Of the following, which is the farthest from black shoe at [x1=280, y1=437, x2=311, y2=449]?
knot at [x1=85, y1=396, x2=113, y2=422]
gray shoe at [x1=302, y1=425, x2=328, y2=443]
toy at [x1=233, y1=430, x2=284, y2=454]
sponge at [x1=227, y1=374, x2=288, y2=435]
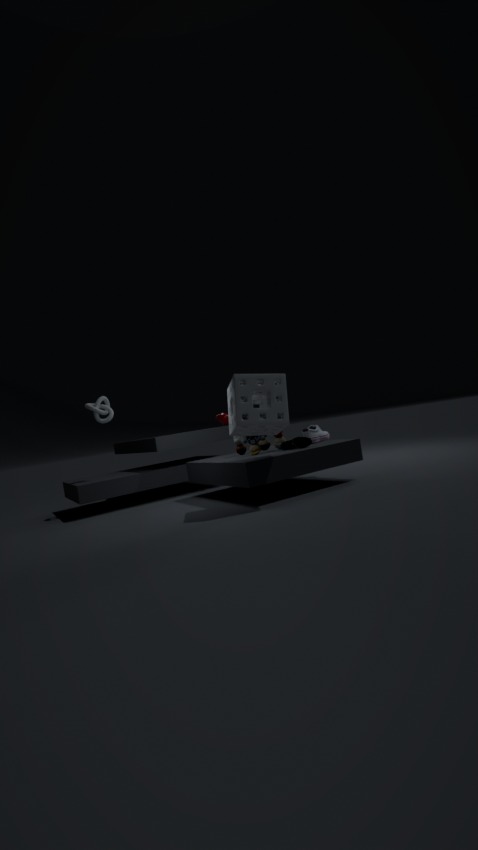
knot at [x1=85, y1=396, x2=113, y2=422]
